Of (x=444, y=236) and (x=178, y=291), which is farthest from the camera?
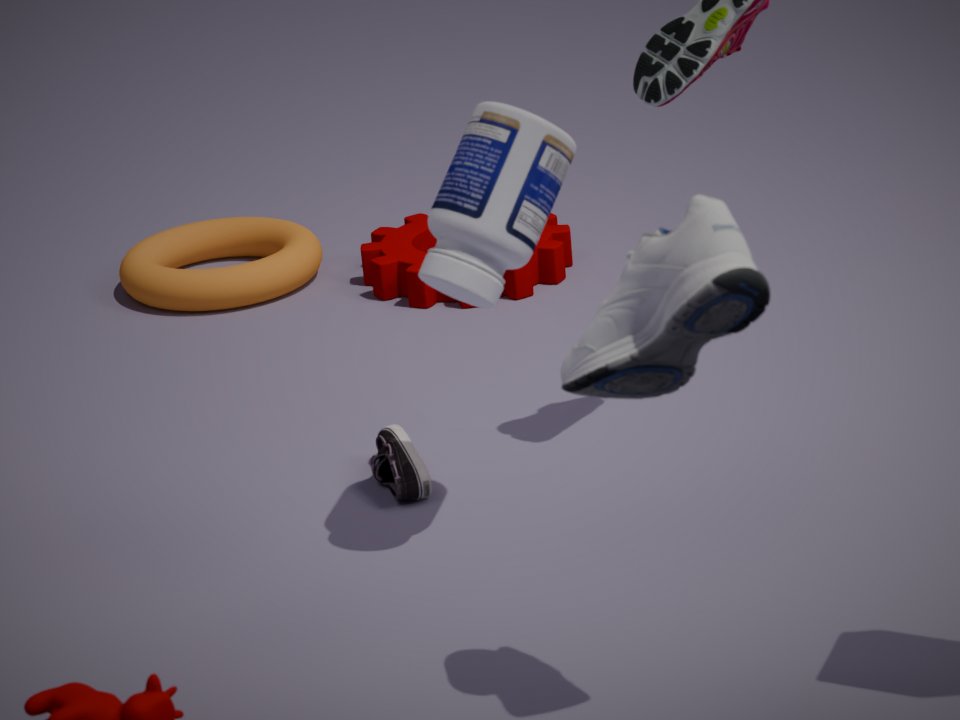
(x=178, y=291)
